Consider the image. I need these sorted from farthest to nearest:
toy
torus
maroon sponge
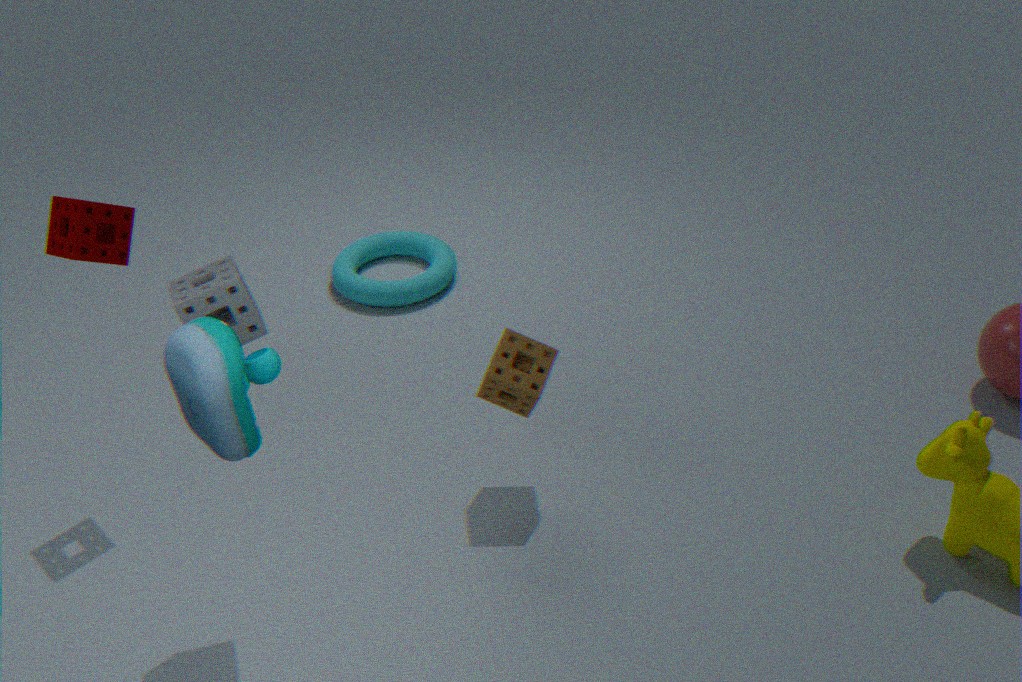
torus, maroon sponge, toy
